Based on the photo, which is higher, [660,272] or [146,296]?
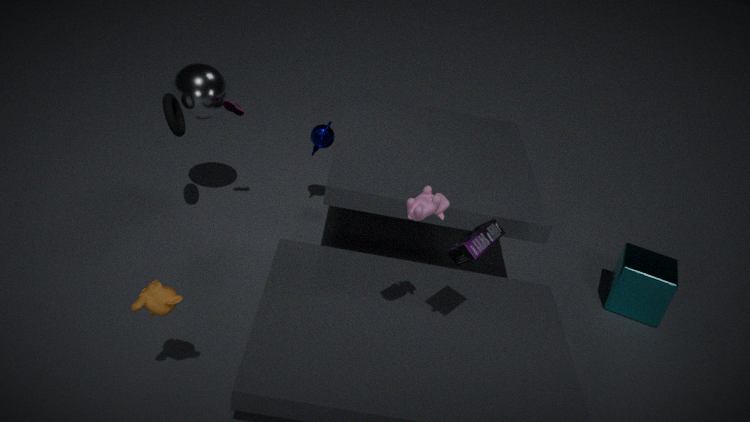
[146,296]
